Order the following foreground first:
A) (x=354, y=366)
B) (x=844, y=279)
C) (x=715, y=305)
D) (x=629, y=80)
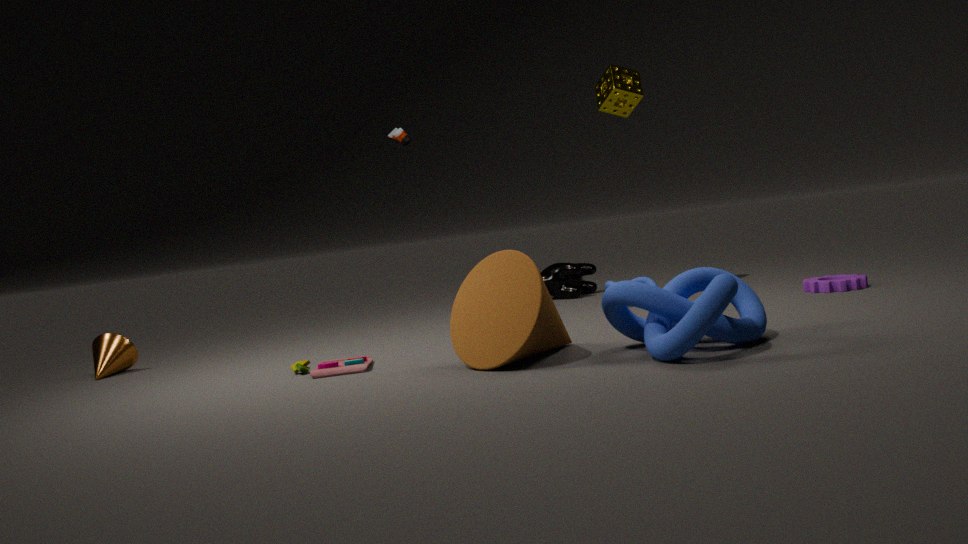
(x=715, y=305), (x=354, y=366), (x=844, y=279), (x=629, y=80)
